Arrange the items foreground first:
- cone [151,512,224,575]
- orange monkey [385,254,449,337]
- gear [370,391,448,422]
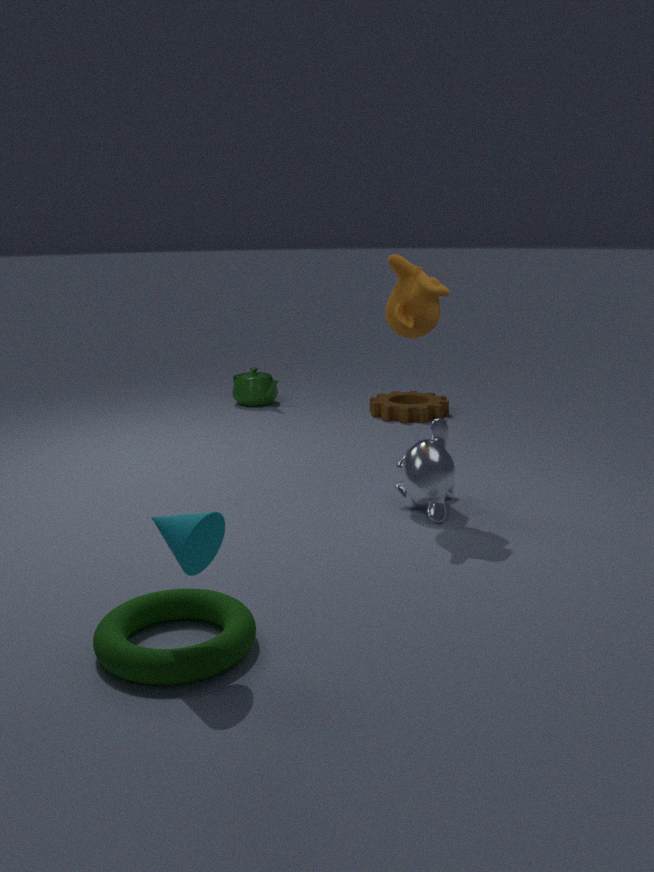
cone [151,512,224,575]
orange monkey [385,254,449,337]
gear [370,391,448,422]
